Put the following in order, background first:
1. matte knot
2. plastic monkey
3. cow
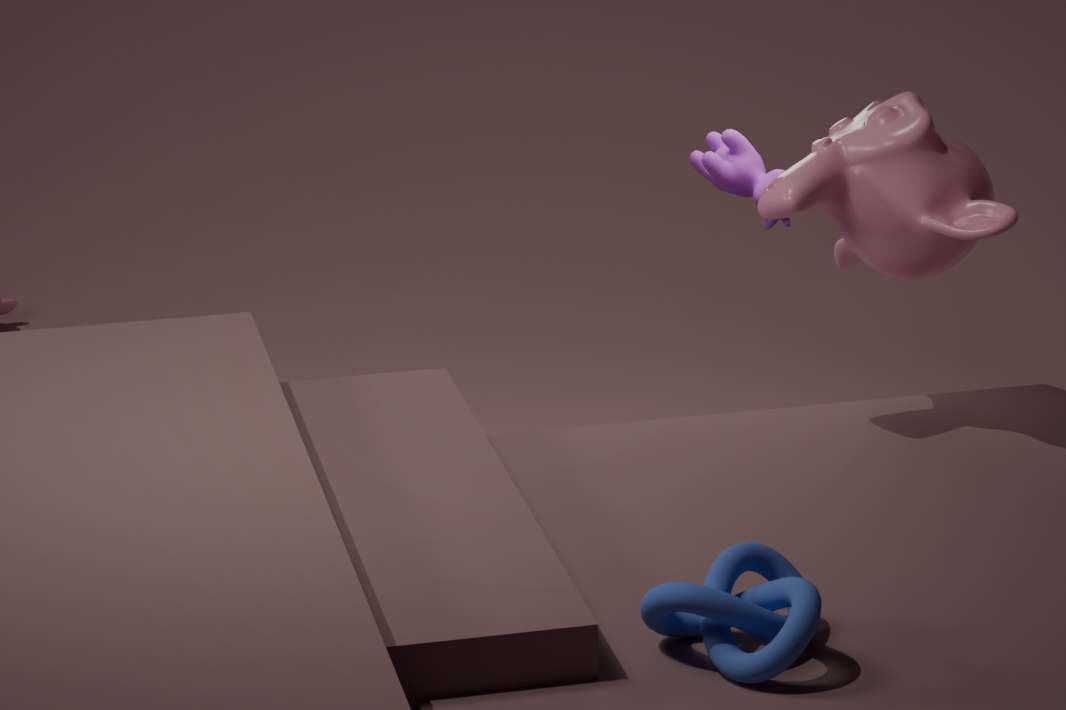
1. cow
2. plastic monkey
3. matte knot
